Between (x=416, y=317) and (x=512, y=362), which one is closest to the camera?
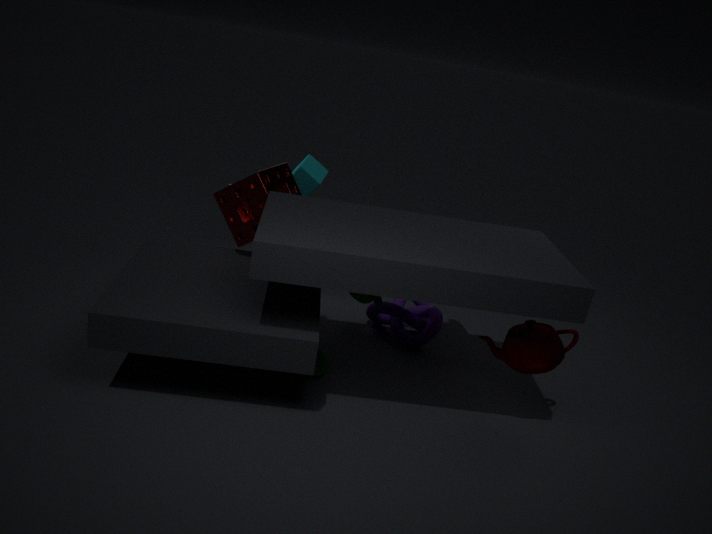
(x=512, y=362)
